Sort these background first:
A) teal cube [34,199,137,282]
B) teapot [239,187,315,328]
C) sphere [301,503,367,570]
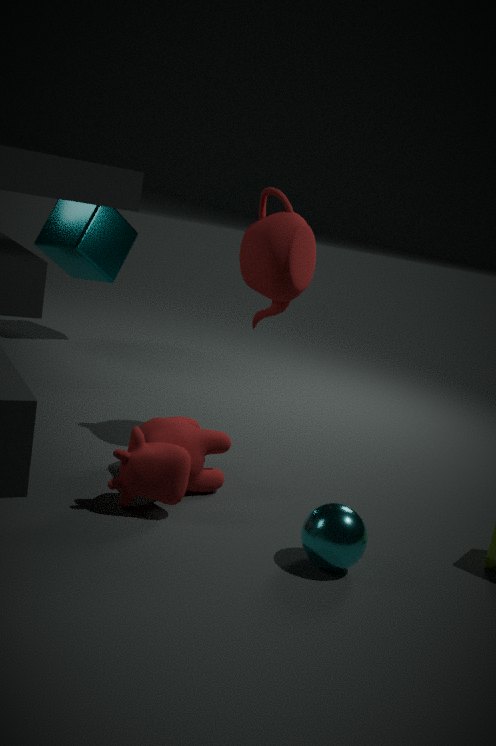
teal cube [34,199,137,282] → teapot [239,187,315,328] → sphere [301,503,367,570]
